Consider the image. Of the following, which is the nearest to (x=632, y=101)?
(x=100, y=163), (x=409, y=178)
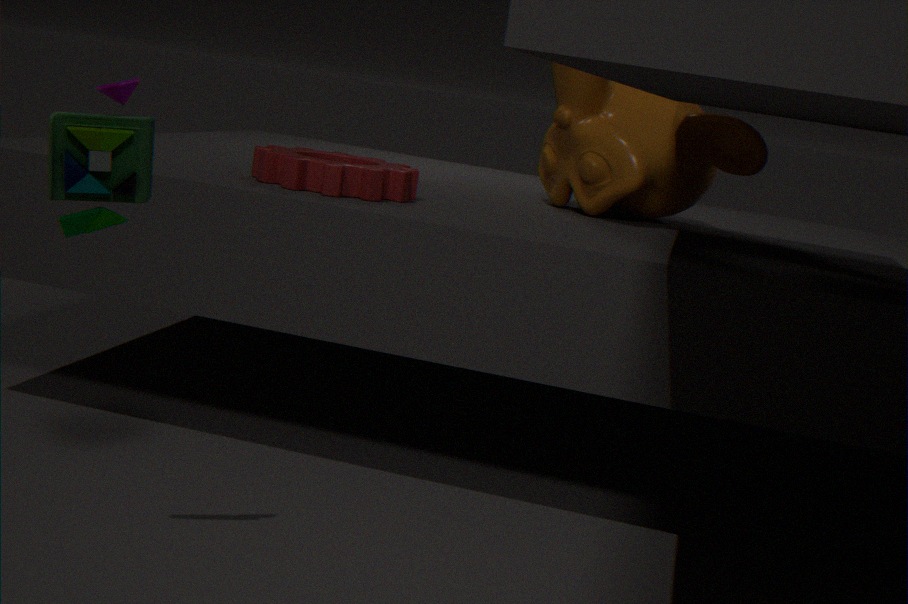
(x=409, y=178)
